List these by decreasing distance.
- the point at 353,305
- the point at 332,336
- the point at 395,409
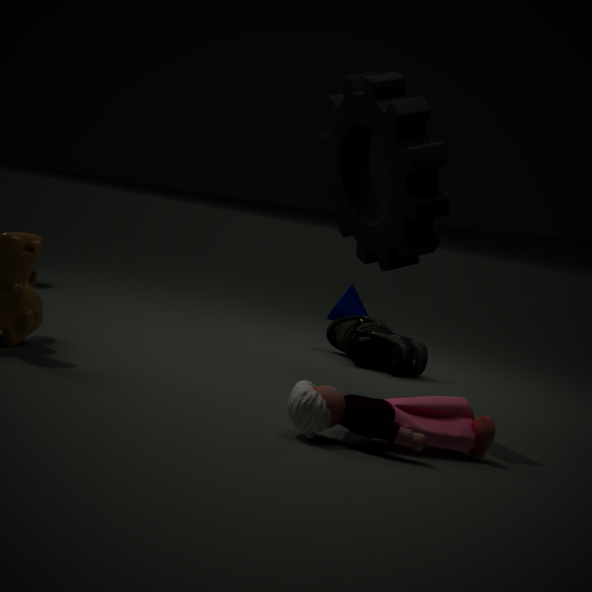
the point at 353,305, the point at 332,336, the point at 395,409
